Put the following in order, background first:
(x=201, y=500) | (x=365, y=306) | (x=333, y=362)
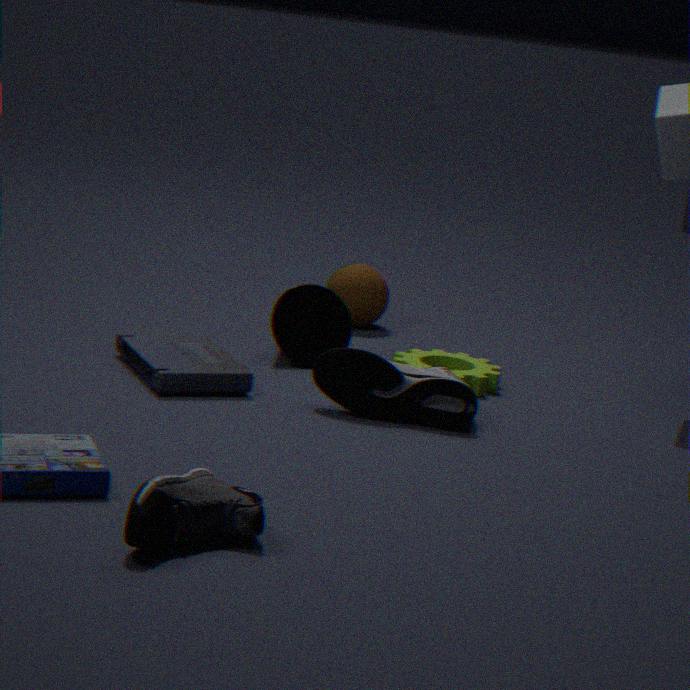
(x=365, y=306) < (x=333, y=362) < (x=201, y=500)
